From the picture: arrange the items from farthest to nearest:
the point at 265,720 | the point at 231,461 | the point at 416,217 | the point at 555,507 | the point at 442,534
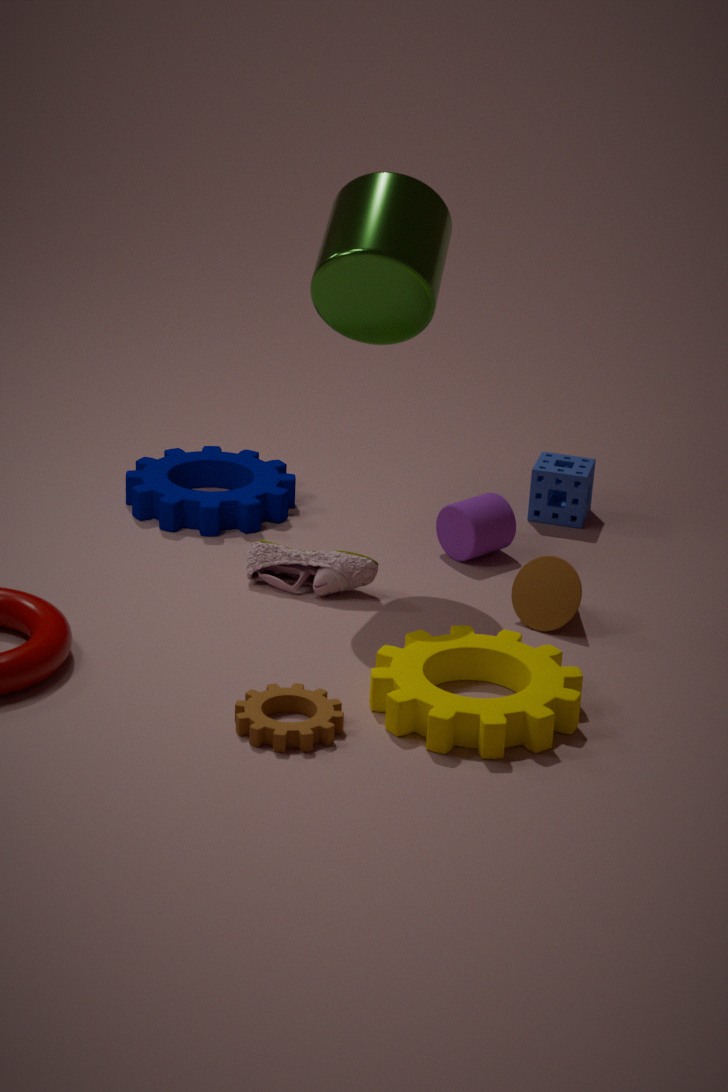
the point at 231,461, the point at 555,507, the point at 442,534, the point at 416,217, the point at 265,720
